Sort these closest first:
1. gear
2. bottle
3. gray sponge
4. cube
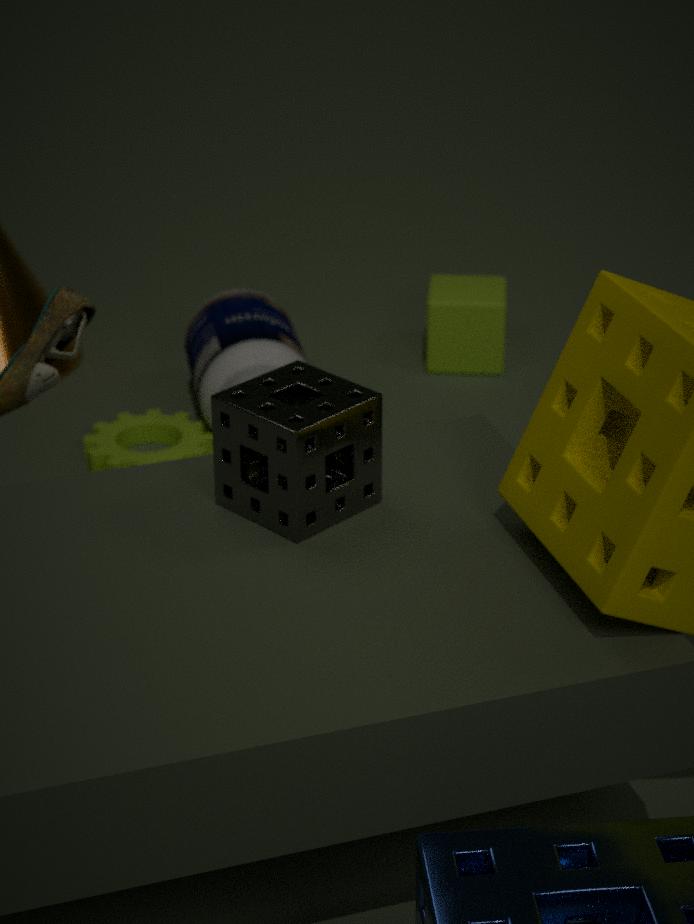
gray sponge → gear → bottle → cube
